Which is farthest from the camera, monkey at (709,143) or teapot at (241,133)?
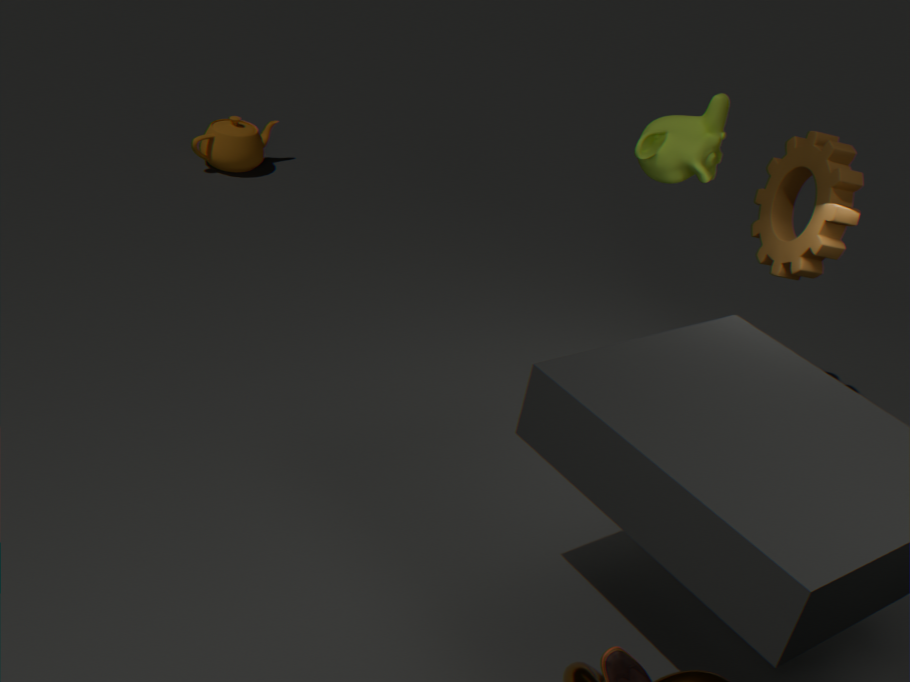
teapot at (241,133)
